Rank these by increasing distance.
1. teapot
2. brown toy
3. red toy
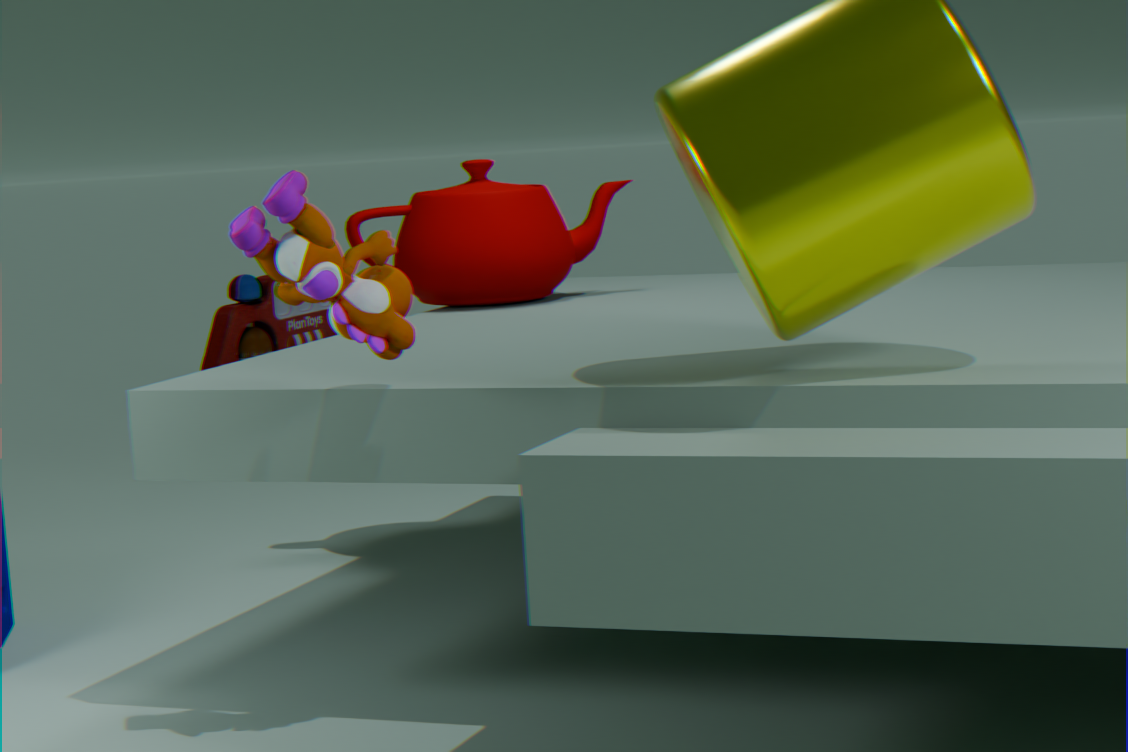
brown toy < teapot < red toy
